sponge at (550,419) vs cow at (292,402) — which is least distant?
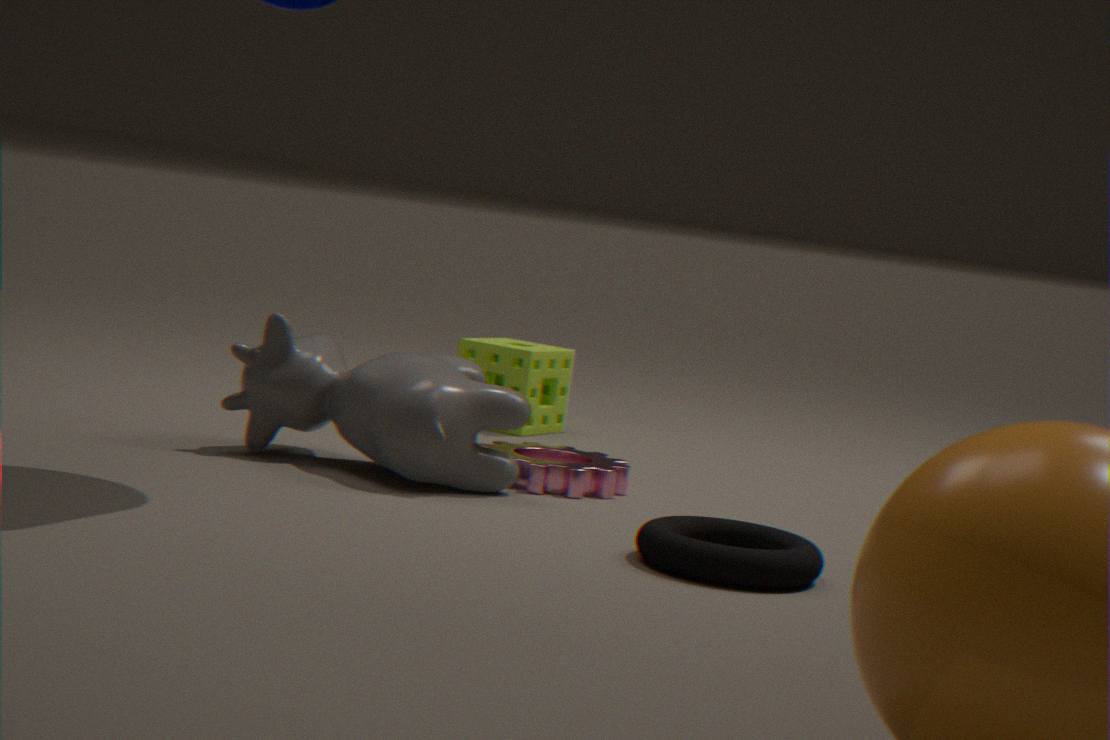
cow at (292,402)
